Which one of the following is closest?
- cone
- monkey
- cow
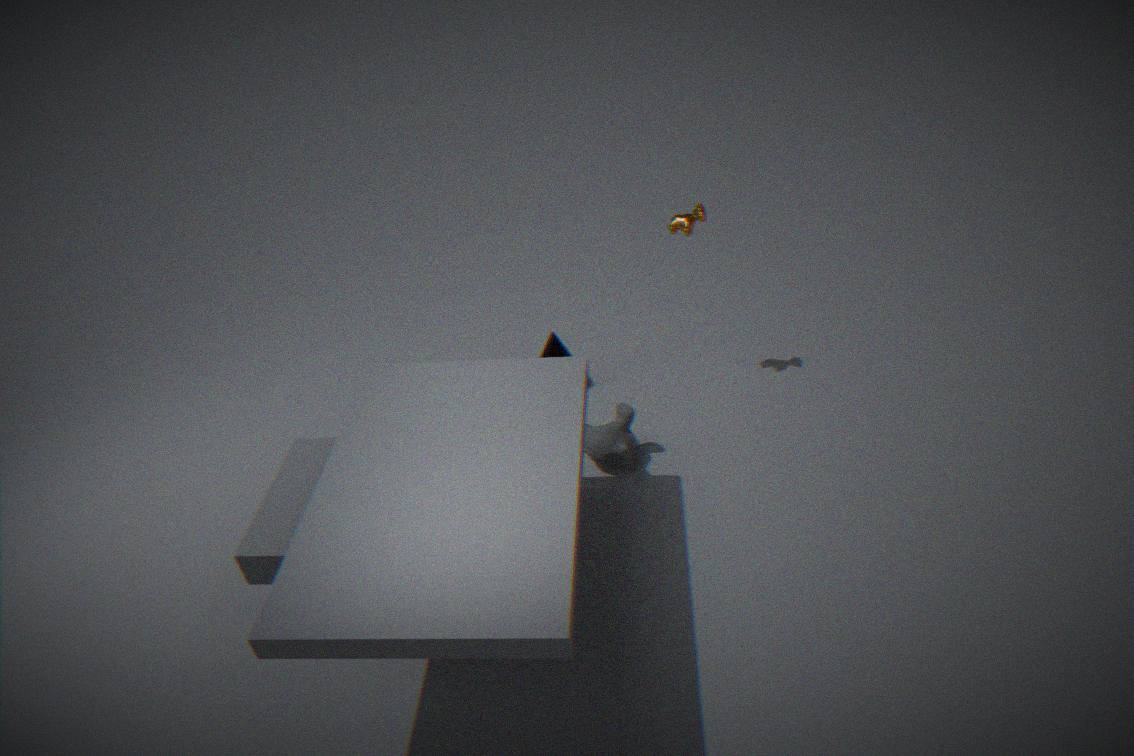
monkey
